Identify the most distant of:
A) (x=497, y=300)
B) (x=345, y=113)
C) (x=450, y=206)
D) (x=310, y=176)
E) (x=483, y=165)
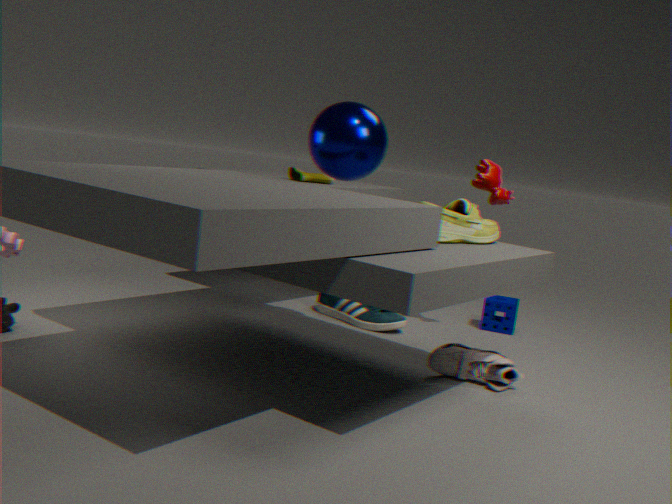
(x=497, y=300)
